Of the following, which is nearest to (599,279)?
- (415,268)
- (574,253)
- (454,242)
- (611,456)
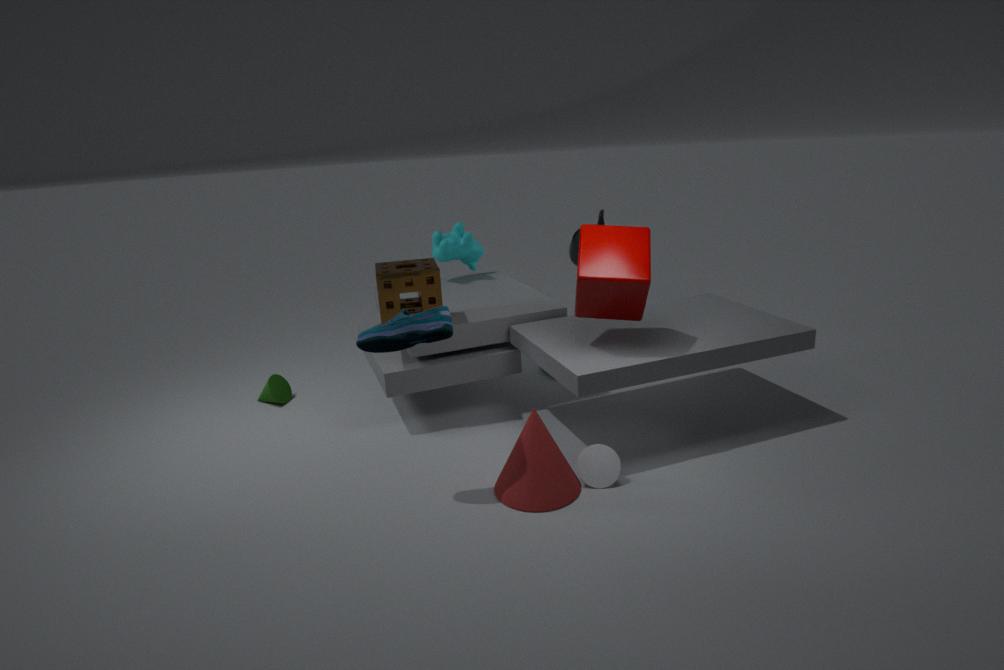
(611,456)
